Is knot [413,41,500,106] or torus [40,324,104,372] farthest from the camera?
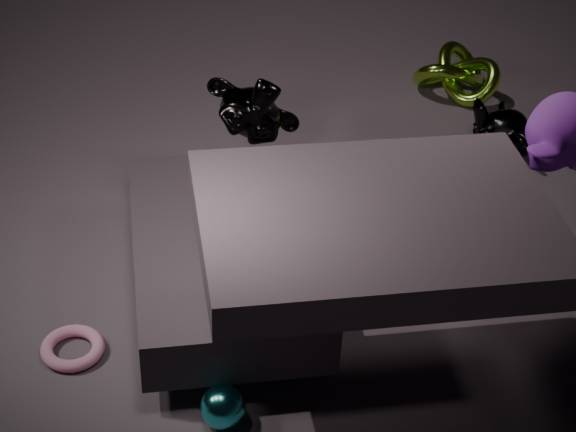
knot [413,41,500,106]
